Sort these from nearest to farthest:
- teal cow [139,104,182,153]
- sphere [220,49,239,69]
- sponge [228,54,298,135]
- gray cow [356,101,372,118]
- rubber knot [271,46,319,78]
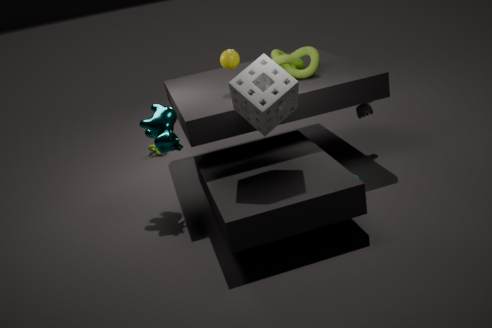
sponge [228,54,298,135], teal cow [139,104,182,153], sphere [220,49,239,69], rubber knot [271,46,319,78], gray cow [356,101,372,118]
